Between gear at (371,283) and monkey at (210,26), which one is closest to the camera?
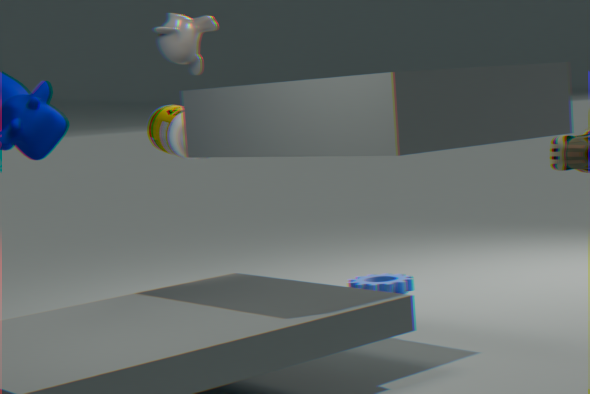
monkey at (210,26)
